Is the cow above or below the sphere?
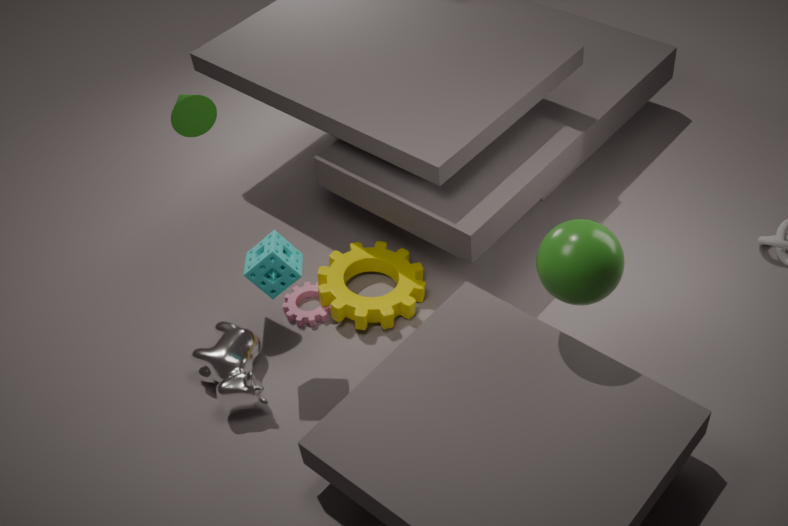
below
